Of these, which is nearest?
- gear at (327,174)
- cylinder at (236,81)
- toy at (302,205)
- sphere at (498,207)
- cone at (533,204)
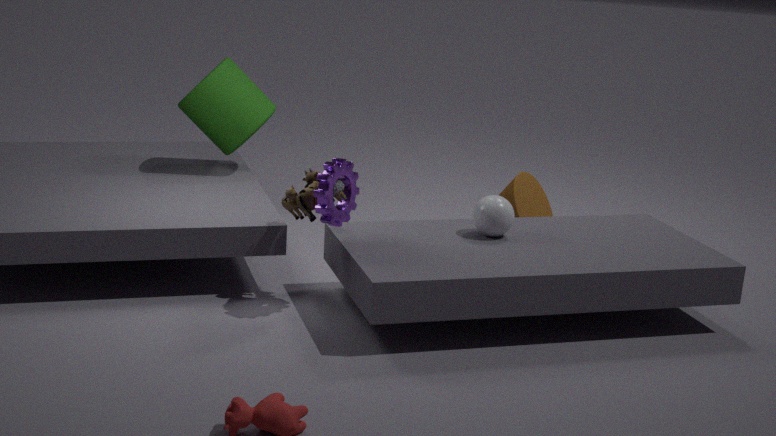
gear at (327,174)
